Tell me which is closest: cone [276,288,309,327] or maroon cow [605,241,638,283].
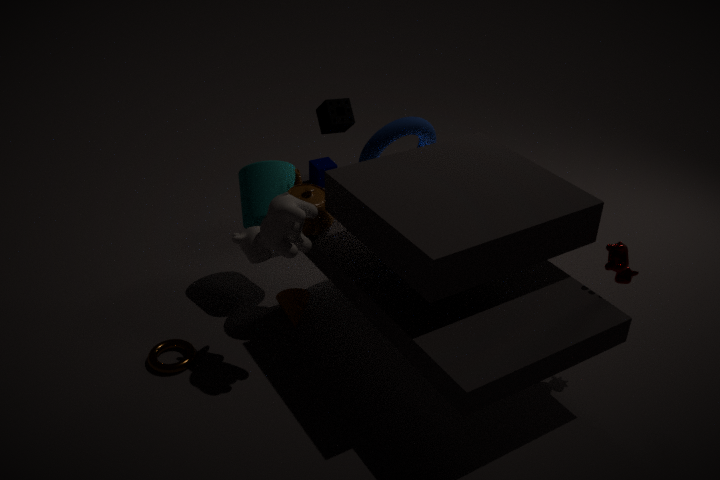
maroon cow [605,241,638,283]
